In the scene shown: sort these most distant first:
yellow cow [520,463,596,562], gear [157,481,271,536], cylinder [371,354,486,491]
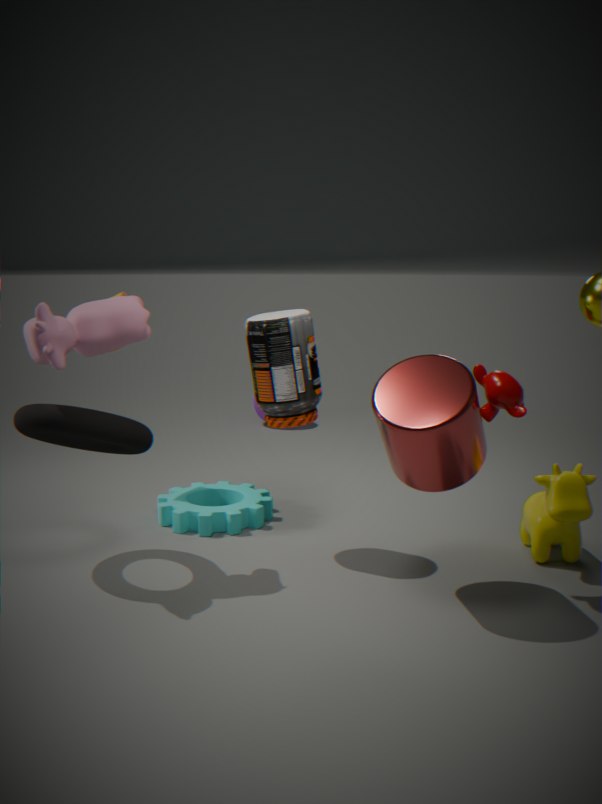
gear [157,481,271,536]
yellow cow [520,463,596,562]
cylinder [371,354,486,491]
